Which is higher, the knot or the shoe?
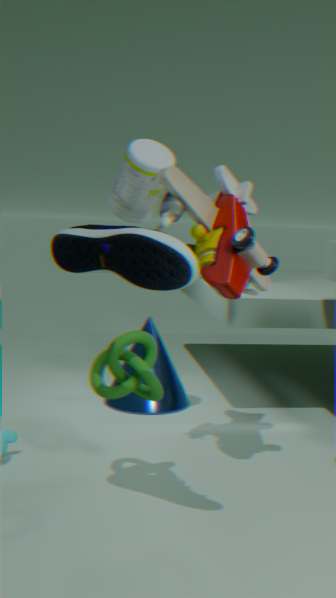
the shoe
